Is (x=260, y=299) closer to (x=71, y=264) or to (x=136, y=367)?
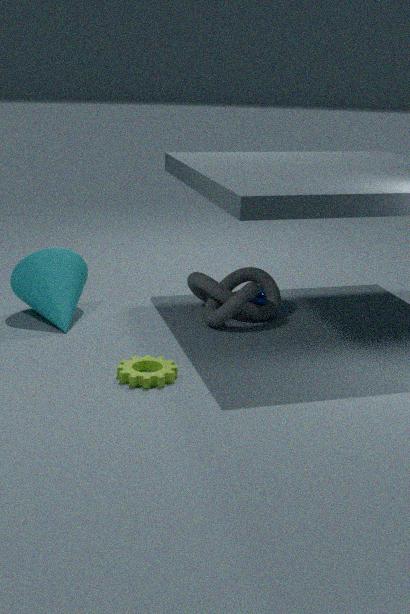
(x=71, y=264)
